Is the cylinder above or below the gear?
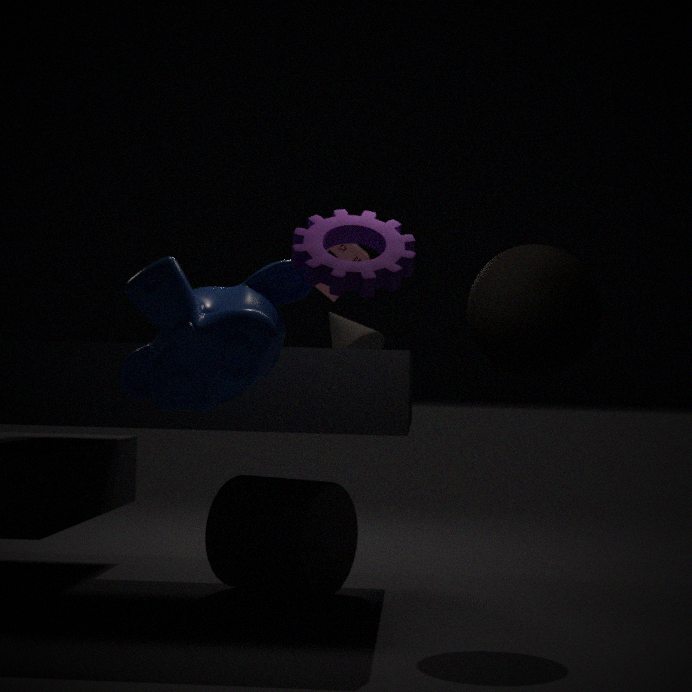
below
